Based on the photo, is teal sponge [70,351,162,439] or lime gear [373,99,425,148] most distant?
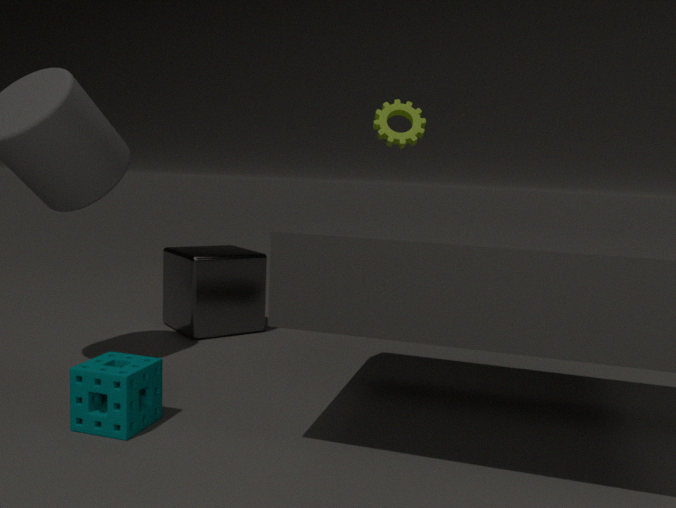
lime gear [373,99,425,148]
